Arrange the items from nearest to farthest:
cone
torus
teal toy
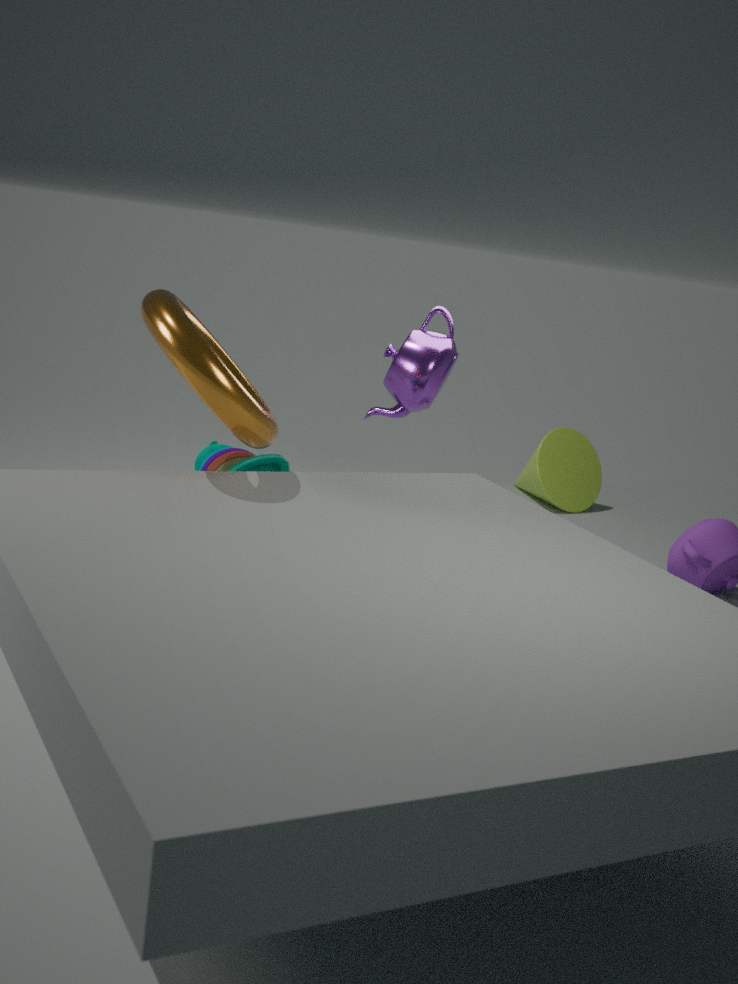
torus → teal toy → cone
